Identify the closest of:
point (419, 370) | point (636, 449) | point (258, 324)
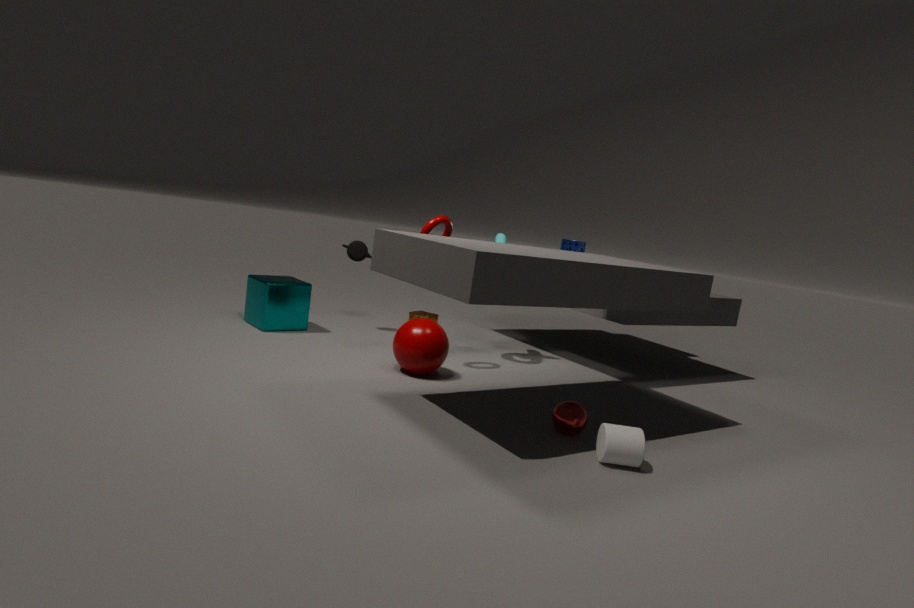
point (636, 449)
